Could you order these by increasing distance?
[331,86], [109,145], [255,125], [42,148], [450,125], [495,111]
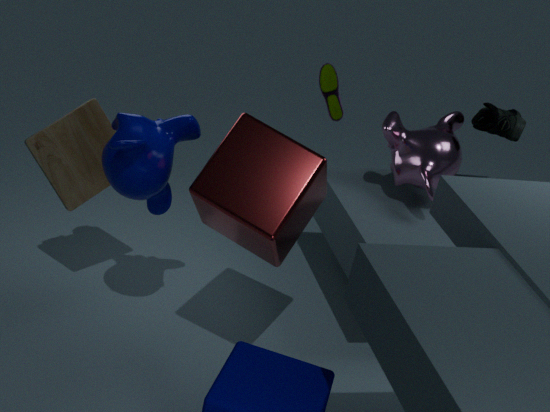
[109,145] → [255,125] → [42,148] → [495,111] → [450,125] → [331,86]
